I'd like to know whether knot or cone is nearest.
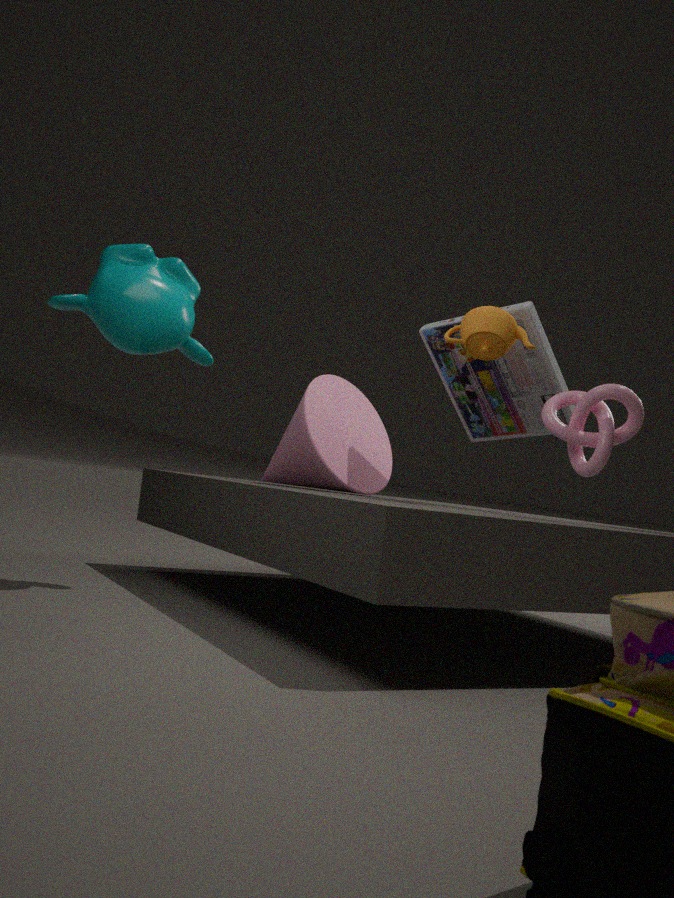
knot
